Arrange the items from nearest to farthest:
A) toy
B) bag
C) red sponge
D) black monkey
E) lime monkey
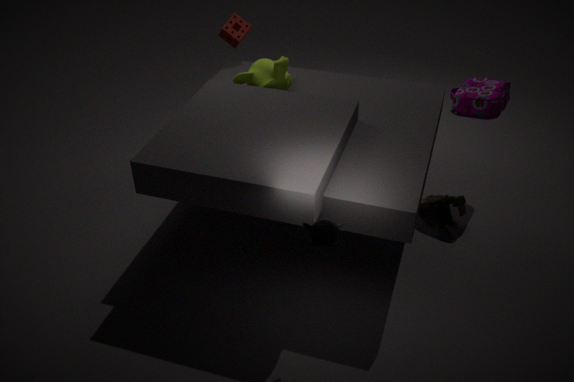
black monkey → bag → lime monkey → toy → red sponge
